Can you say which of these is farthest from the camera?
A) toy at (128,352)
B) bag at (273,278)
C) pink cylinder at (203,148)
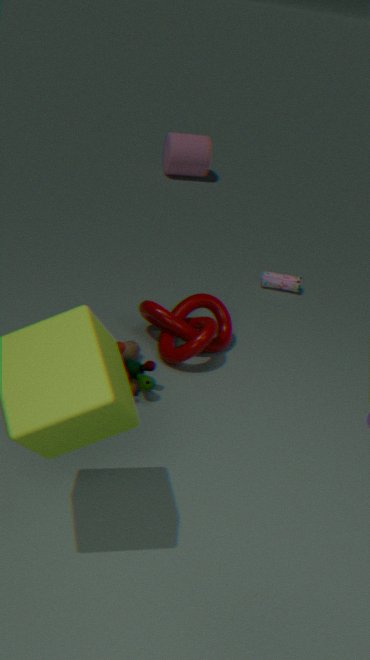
pink cylinder at (203,148)
